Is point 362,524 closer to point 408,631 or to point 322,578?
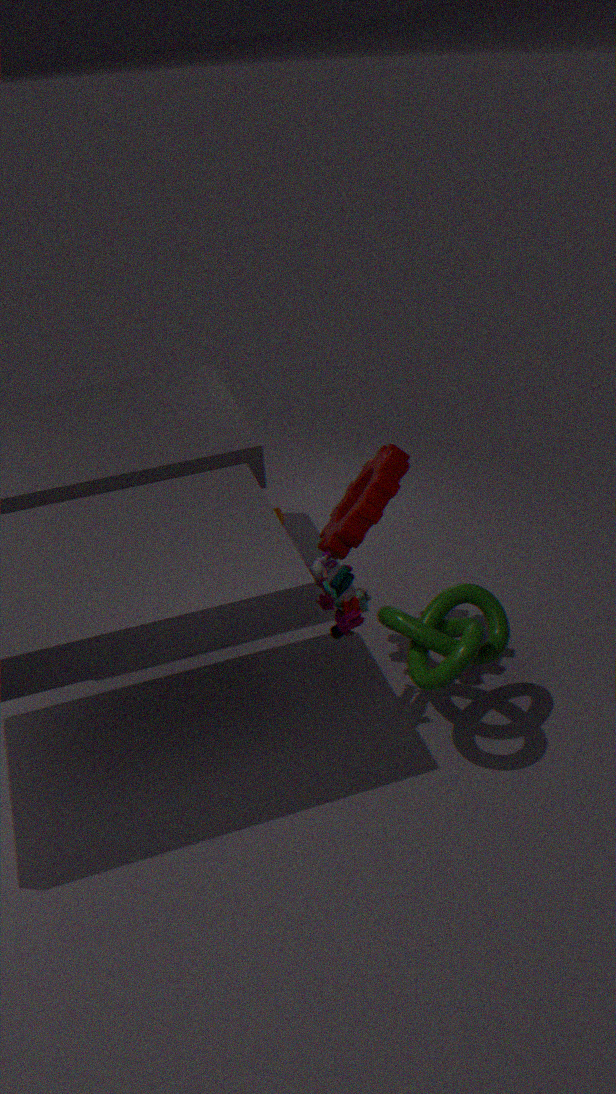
point 322,578
